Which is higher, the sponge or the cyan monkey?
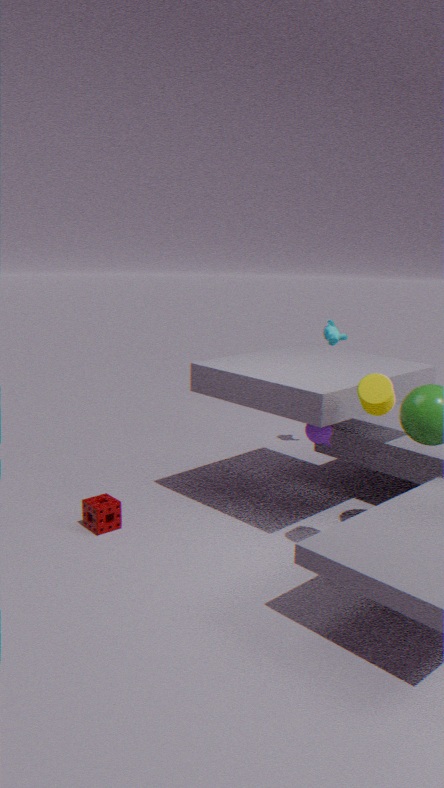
the cyan monkey
